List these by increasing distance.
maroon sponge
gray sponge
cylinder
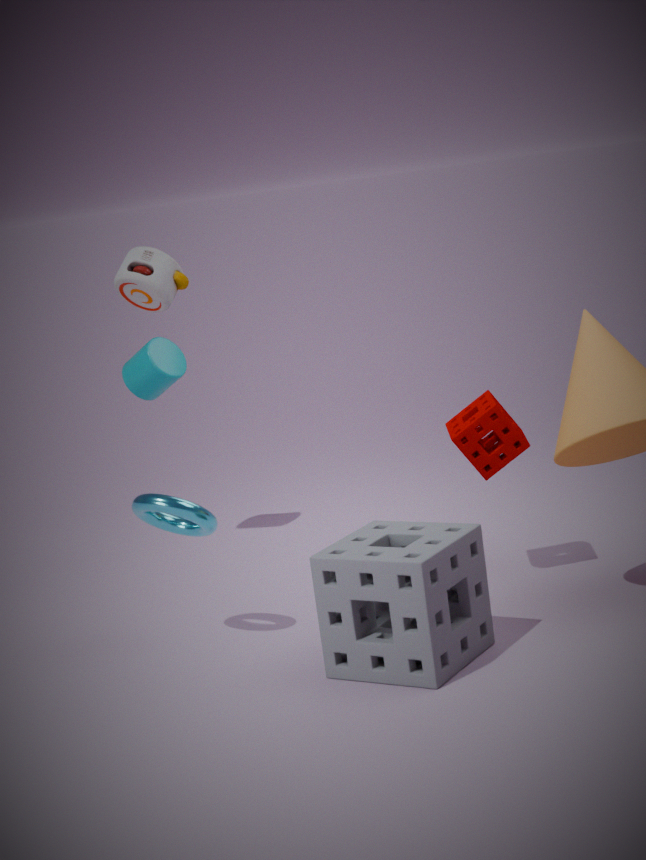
1. gray sponge
2. maroon sponge
3. cylinder
